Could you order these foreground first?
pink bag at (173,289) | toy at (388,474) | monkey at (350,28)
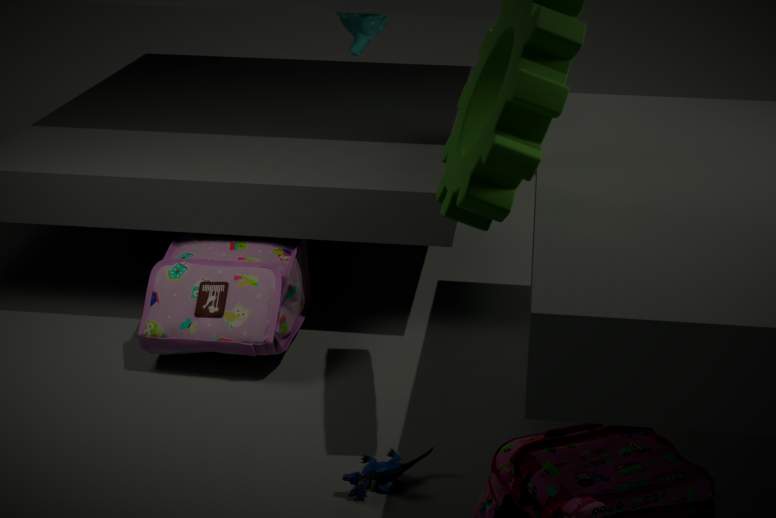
toy at (388,474), pink bag at (173,289), monkey at (350,28)
